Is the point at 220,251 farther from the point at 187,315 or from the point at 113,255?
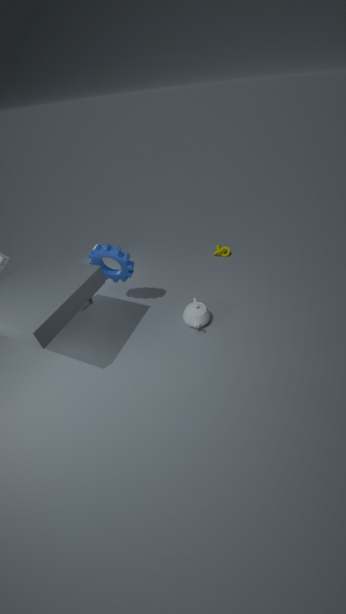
the point at 113,255
